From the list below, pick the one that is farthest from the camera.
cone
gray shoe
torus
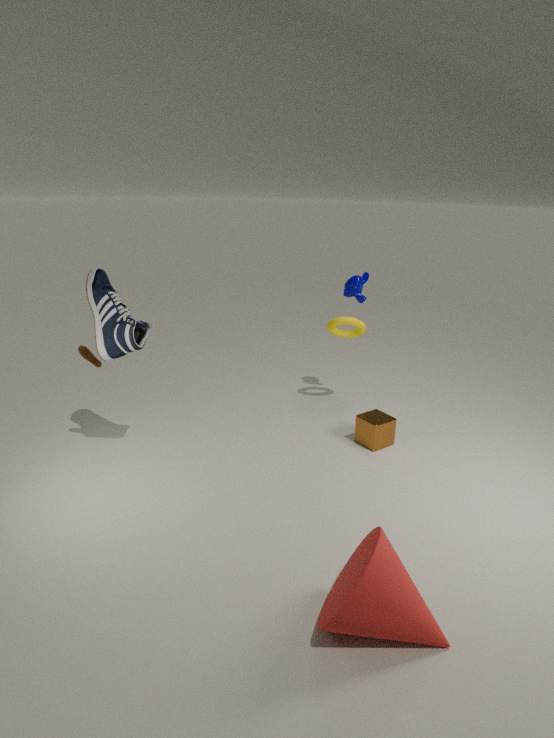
torus
